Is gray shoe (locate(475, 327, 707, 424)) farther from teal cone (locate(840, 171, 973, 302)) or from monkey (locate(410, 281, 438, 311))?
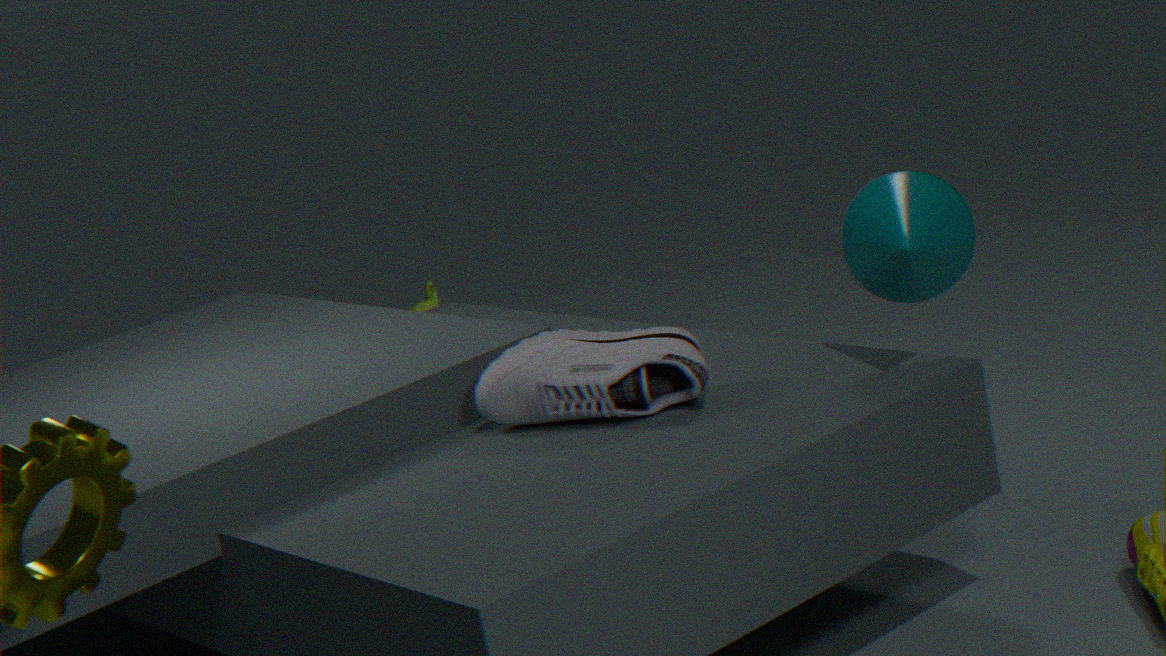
monkey (locate(410, 281, 438, 311))
